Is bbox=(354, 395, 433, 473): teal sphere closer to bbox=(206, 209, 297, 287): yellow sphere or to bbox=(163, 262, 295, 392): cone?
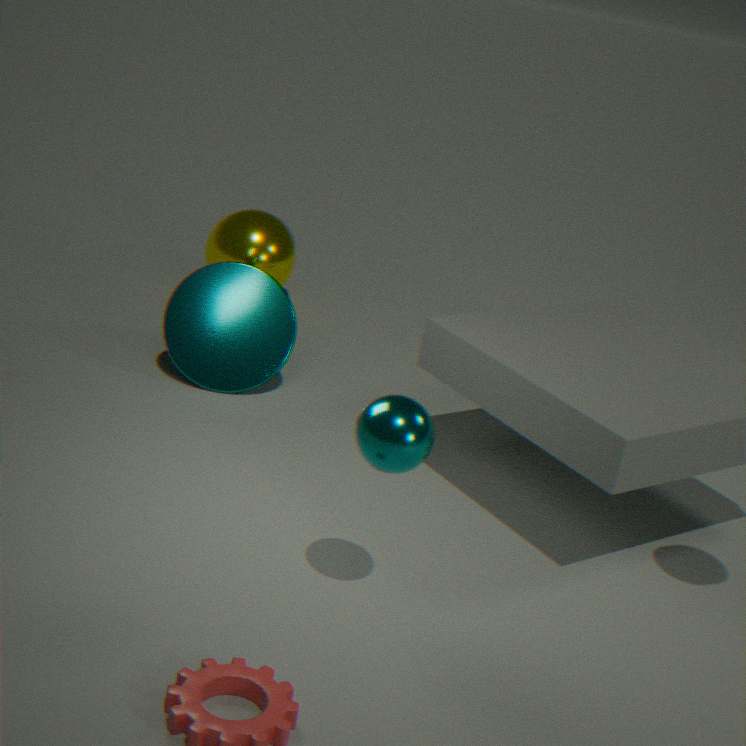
bbox=(163, 262, 295, 392): cone
